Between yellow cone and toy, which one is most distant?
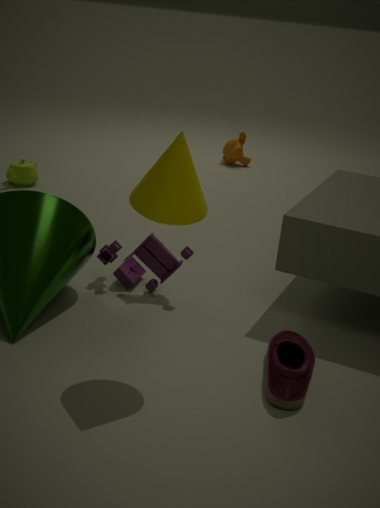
toy
